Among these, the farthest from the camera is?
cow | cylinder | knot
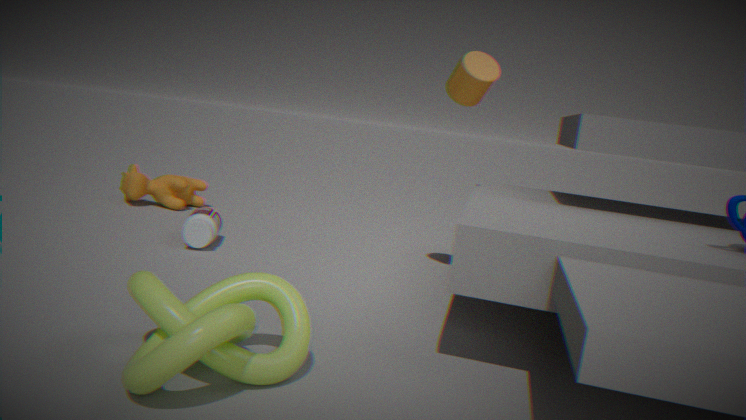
cow
